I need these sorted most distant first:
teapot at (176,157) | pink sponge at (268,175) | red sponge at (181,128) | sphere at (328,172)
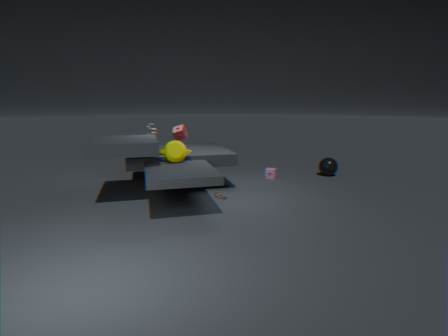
1. sphere at (328,172)
2. pink sponge at (268,175)
3. red sponge at (181,128)
4. teapot at (176,157)
